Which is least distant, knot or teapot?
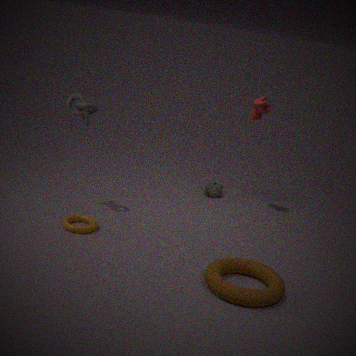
knot
